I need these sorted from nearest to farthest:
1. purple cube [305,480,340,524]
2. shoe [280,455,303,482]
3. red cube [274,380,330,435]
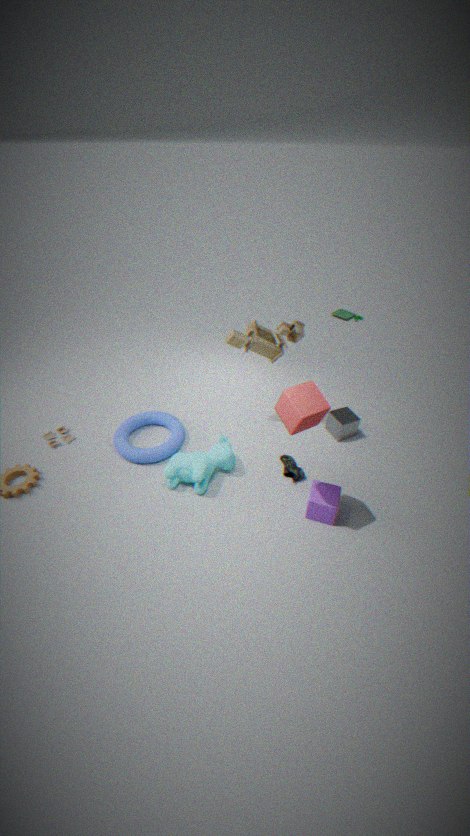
red cube [274,380,330,435] < purple cube [305,480,340,524] < shoe [280,455,303,482]
